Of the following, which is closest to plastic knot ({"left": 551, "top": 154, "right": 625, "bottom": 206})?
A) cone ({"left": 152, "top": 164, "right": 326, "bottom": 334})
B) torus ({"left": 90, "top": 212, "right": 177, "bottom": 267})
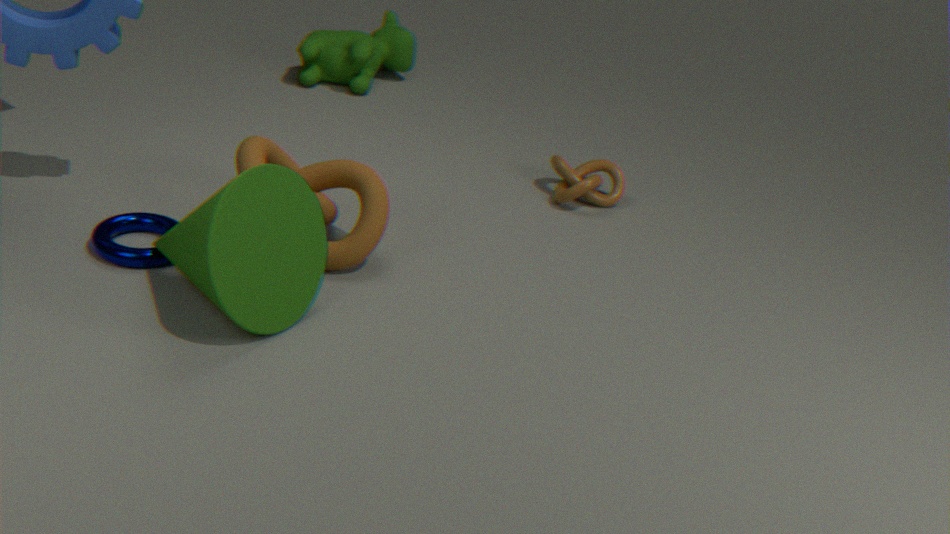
cone ({"left": 152, "top": 164, "right": 326, "bottom": 334})
